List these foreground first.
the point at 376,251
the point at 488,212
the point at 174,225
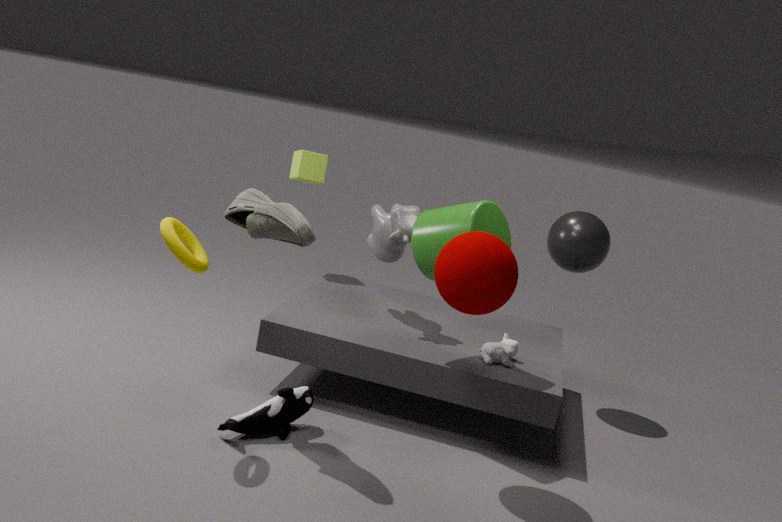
the point at 174,225 < the point at 488,212 < the point at 376,251
